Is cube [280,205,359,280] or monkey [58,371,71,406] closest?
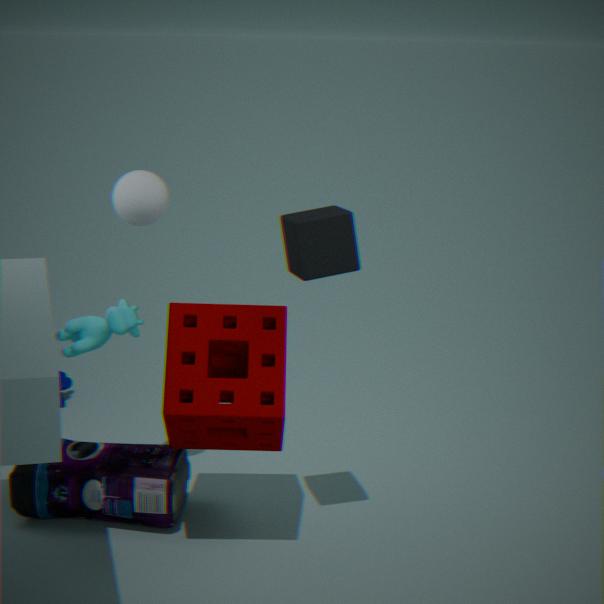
cube [280,205,359,280]
